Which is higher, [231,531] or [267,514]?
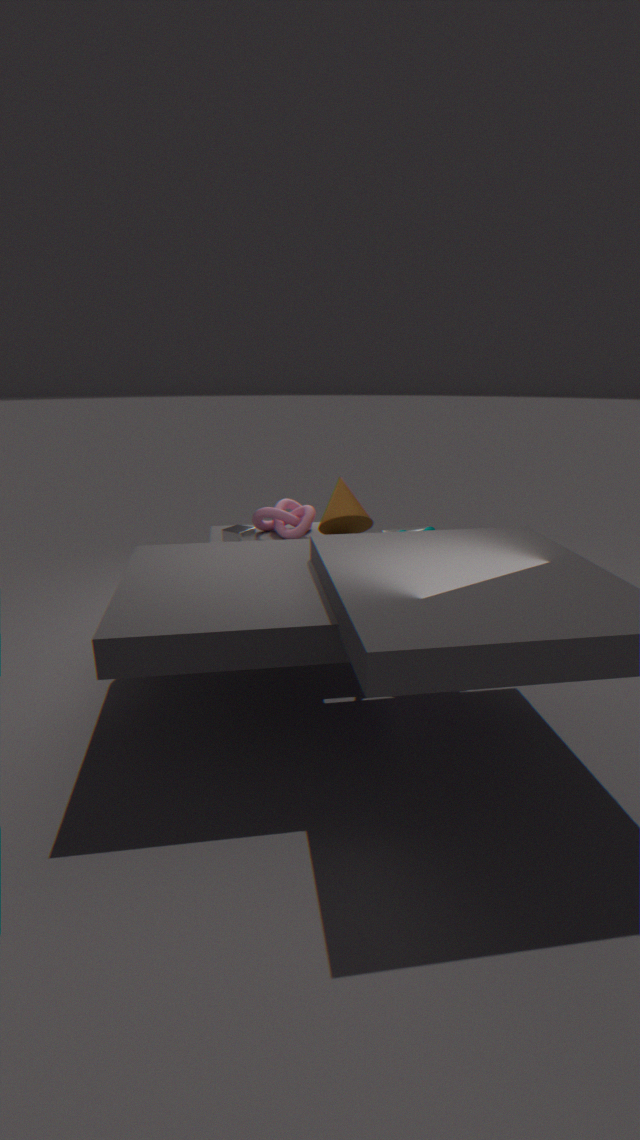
[267,514]
